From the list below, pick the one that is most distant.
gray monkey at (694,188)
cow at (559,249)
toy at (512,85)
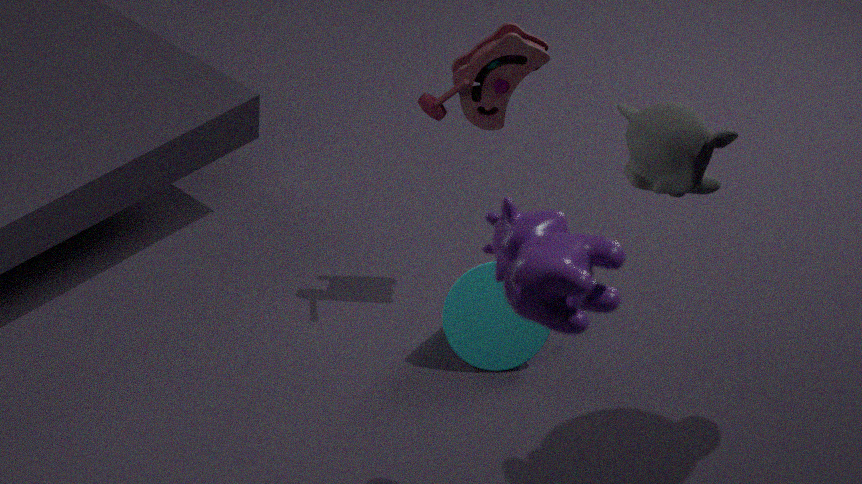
toy at (512,85)
